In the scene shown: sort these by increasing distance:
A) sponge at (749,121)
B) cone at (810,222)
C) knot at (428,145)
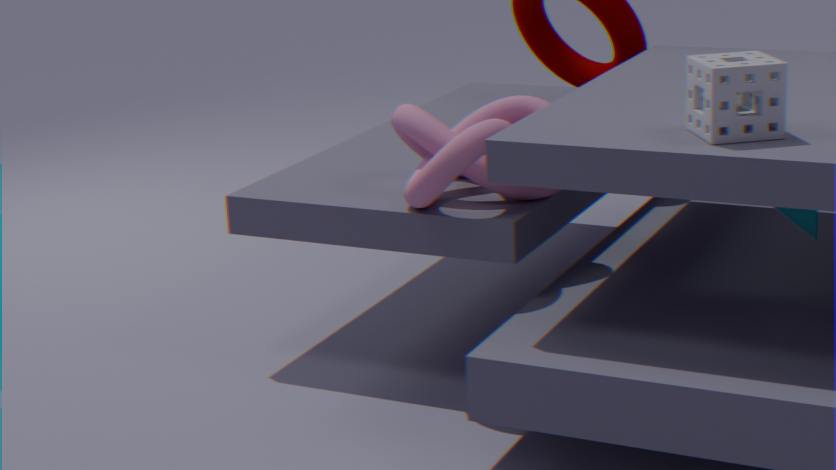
1. sponge at (749,121)
2. knot at (428,145)
3. cone at (810,222)
